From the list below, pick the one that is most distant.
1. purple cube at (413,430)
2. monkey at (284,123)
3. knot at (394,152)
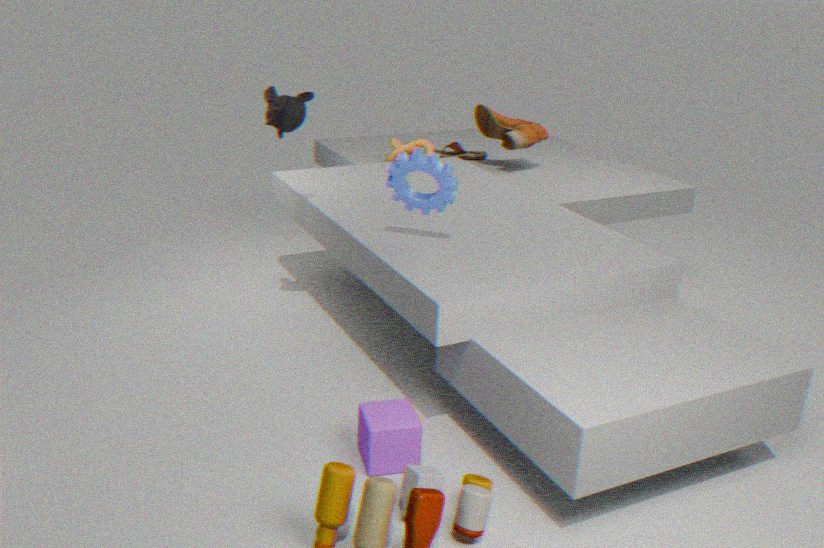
knot at (394,152)
